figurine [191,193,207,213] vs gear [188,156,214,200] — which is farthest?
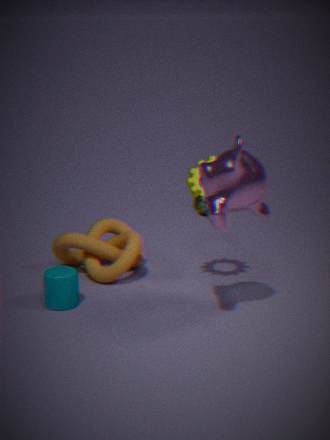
figurine [191,193,207,213]
